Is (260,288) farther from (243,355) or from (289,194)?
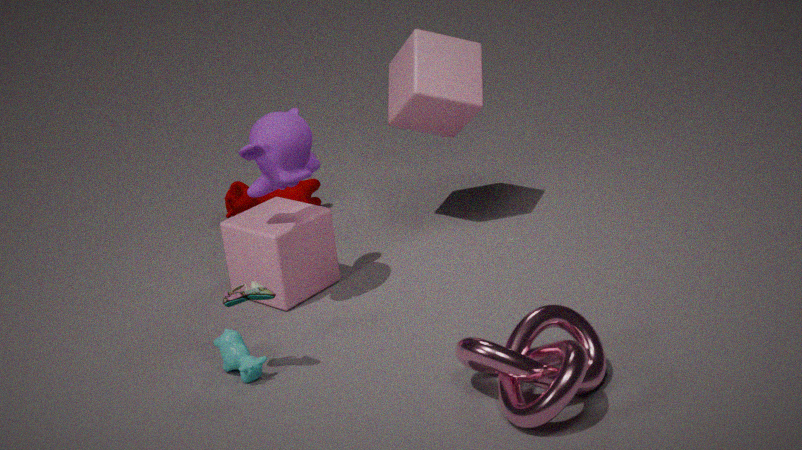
(289,194)
